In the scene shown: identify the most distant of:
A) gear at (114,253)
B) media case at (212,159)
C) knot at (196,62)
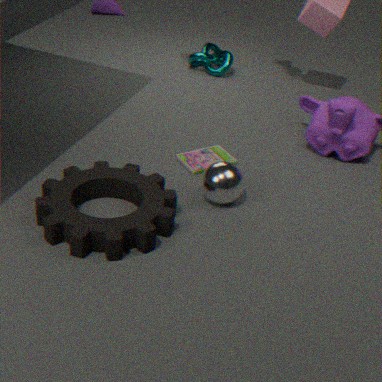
C. knot at (196,62)
